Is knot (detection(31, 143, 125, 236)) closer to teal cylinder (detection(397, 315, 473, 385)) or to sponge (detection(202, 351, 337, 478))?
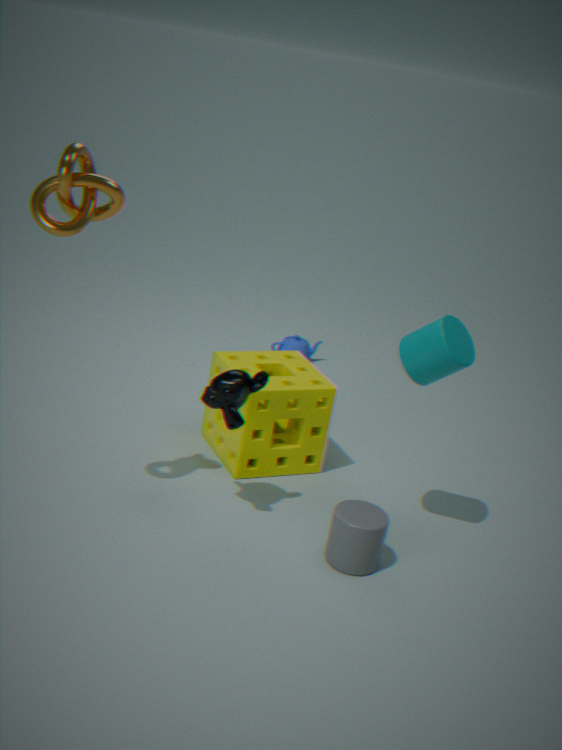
sponge (detection(202, 351, 337, 478))
